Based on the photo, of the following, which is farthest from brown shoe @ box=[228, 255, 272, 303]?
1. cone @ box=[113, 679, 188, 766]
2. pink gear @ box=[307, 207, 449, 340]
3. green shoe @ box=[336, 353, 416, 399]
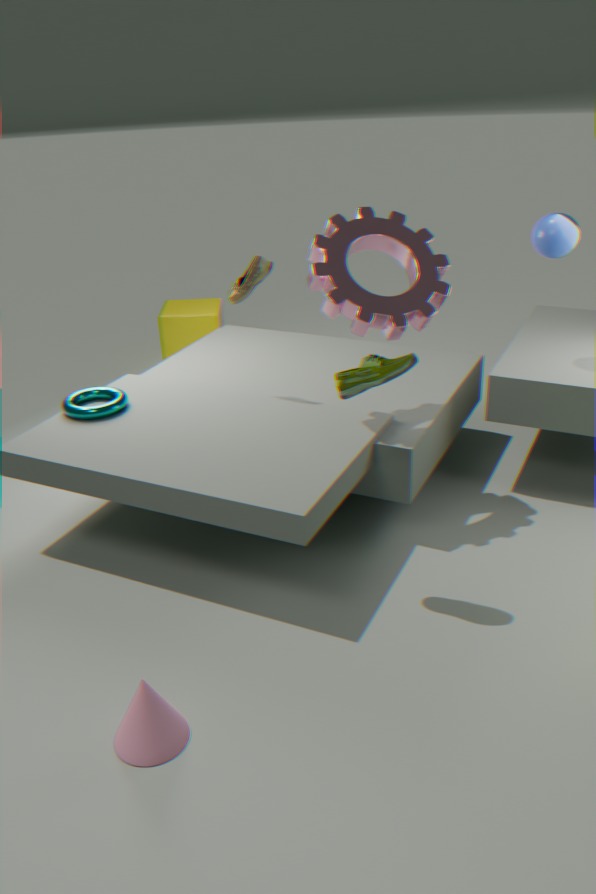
cone @ box=[113, 679, 188, 766]
